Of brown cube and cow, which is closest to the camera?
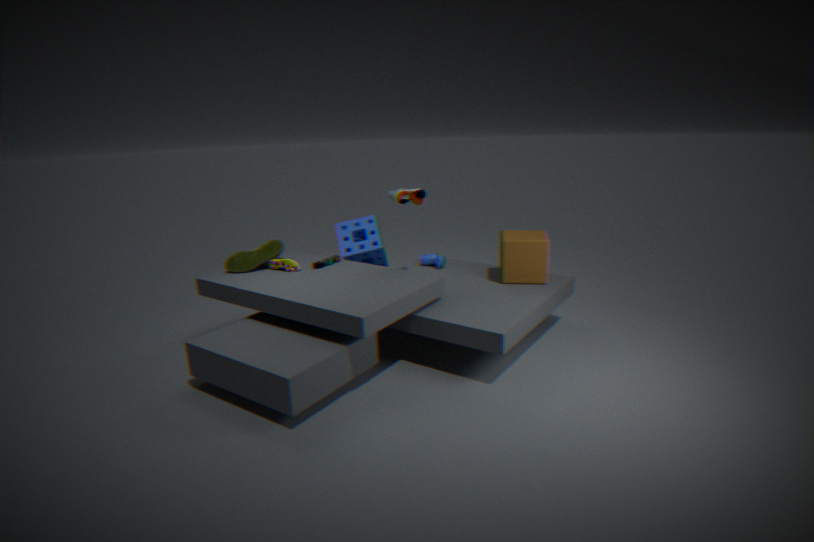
brown cube
